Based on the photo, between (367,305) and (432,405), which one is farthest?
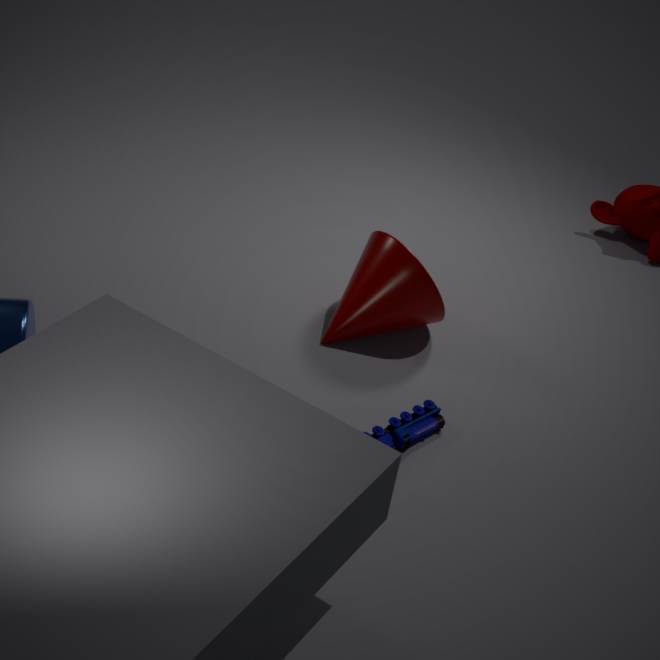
(367,305)
